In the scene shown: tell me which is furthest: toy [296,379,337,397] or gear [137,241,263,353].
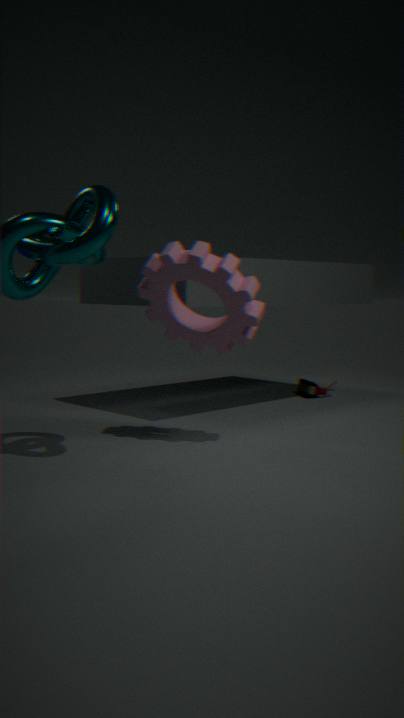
toy [296,379,337,397]
